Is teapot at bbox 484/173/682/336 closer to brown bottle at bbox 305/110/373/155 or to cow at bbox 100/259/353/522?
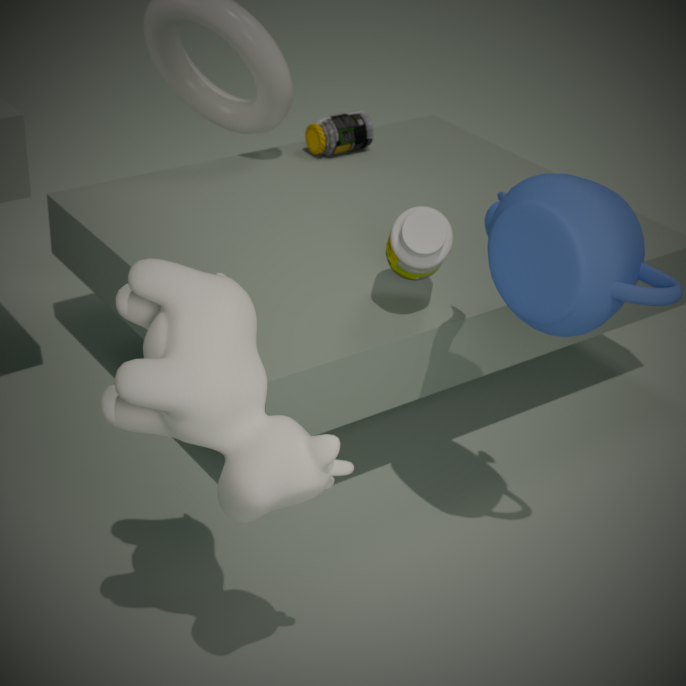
cow at bbox 100/259/353/522
